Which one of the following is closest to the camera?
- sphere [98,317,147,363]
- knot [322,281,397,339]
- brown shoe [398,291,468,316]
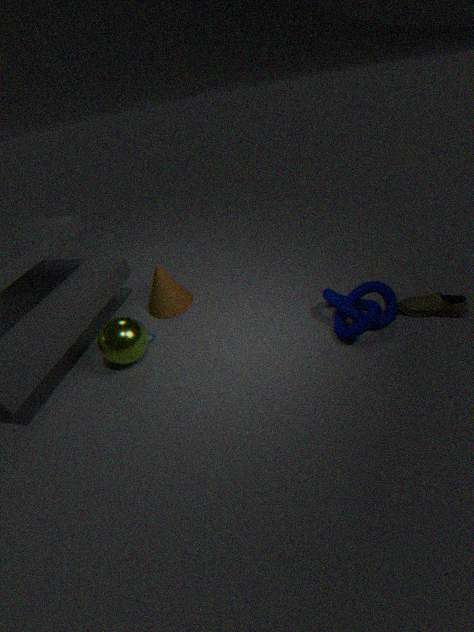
knot [322,281,397,339]
